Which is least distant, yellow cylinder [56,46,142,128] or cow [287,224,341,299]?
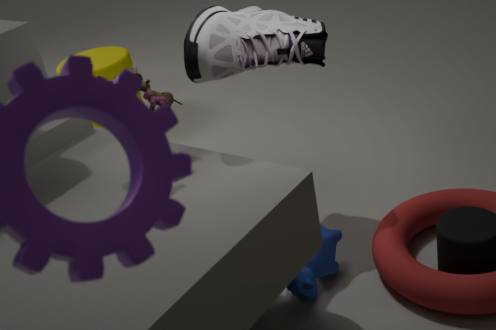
cow [287,224,341,299]
